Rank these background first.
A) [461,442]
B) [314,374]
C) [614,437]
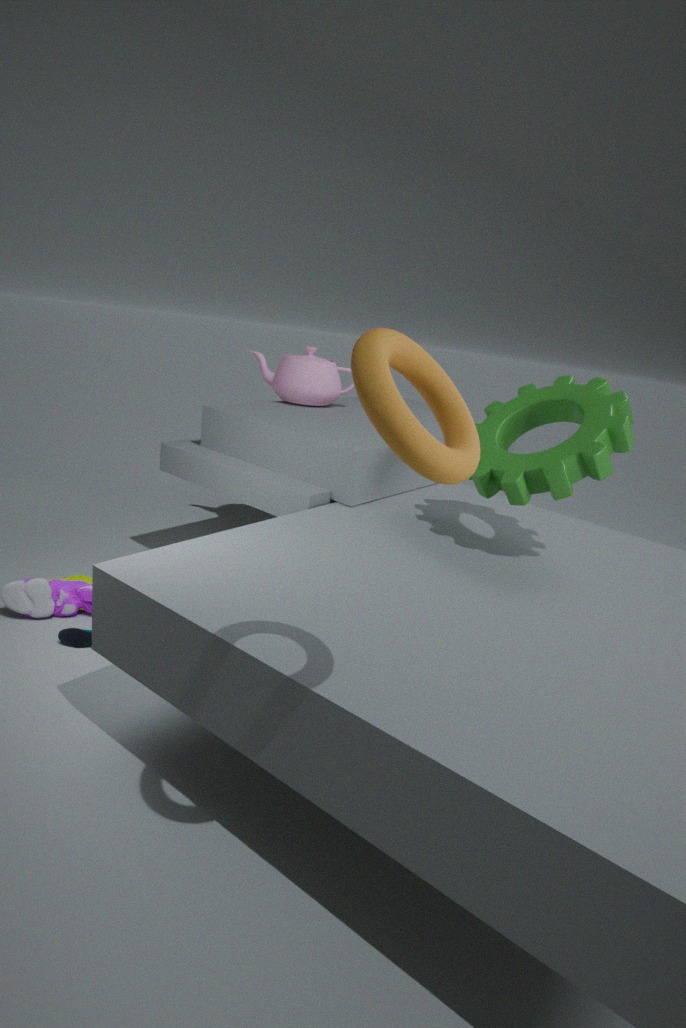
[314,374]
[614,437]
[461,442]
